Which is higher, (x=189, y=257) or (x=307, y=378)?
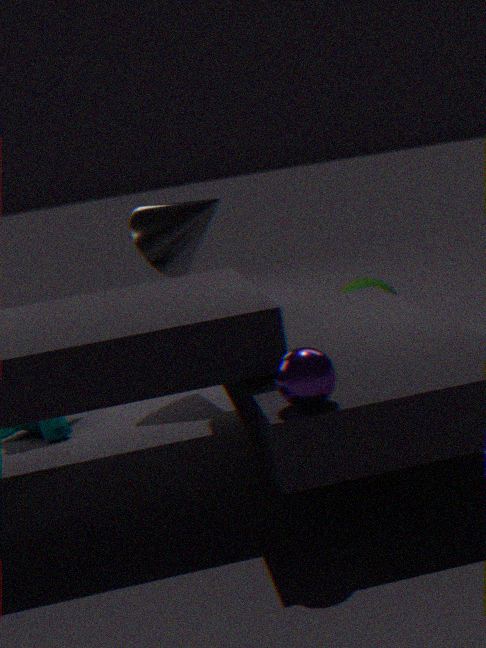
(x=189, y=257)
